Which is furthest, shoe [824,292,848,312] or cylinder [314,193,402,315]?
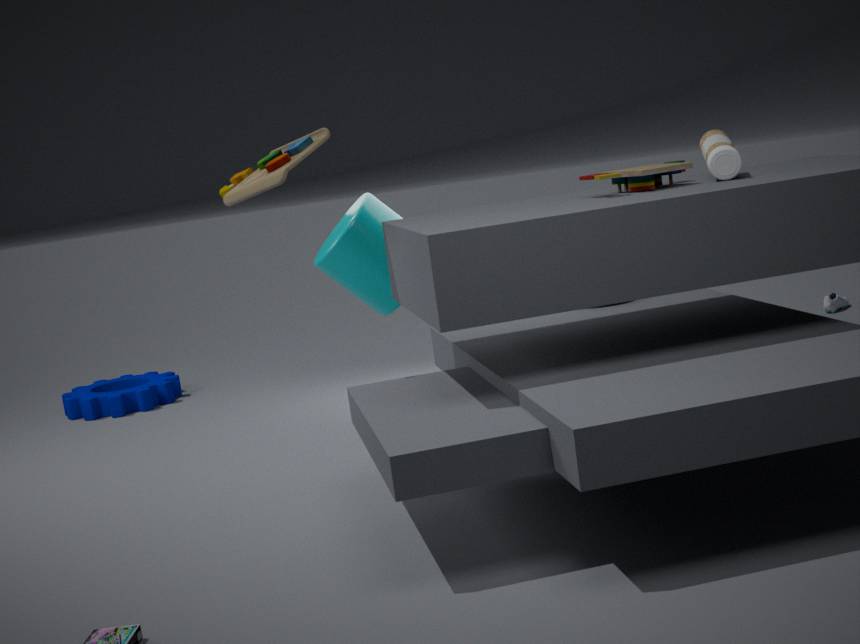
shoe [824,292,848,312]
